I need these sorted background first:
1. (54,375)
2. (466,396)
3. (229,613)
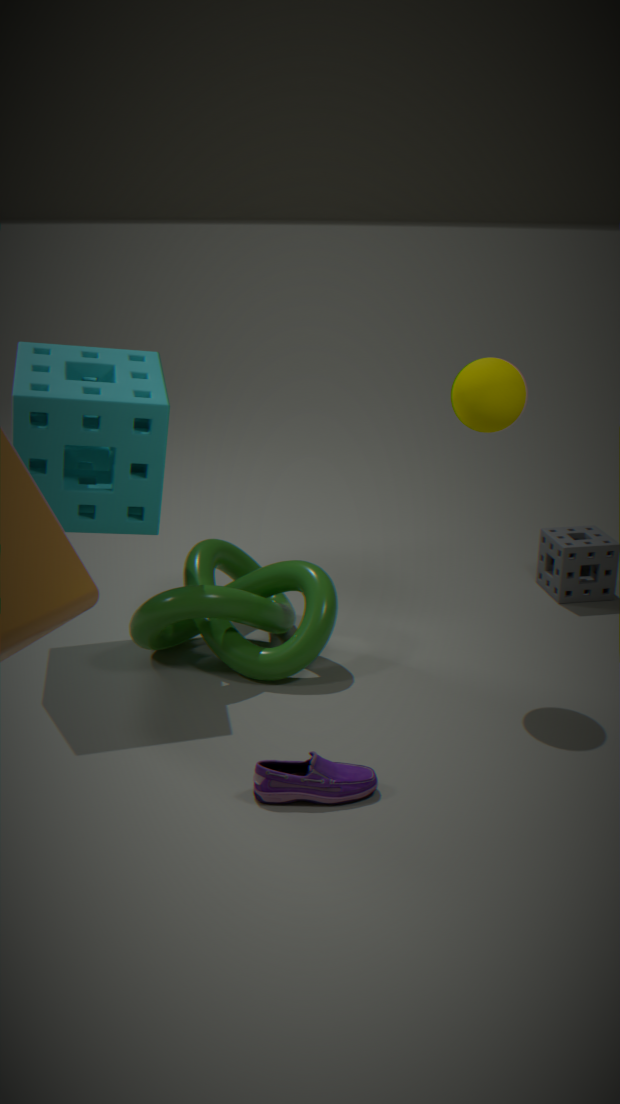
(229,613), (54,375), (466,396)
